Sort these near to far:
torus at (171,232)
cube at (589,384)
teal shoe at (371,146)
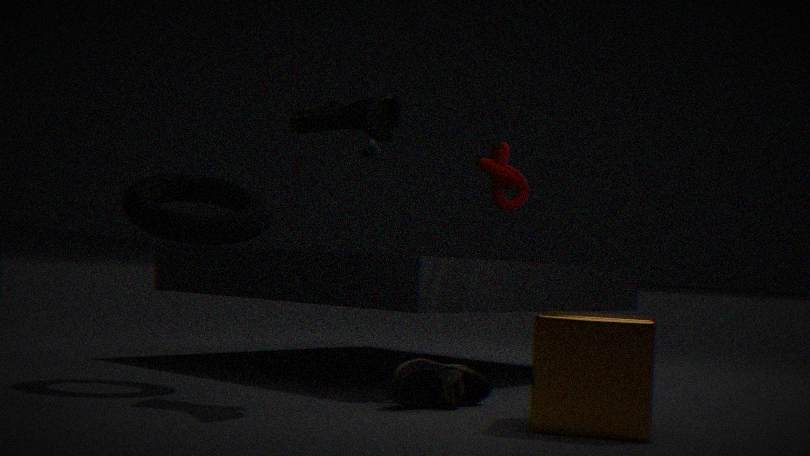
1. cube at (589,384)
2. torus at (171,232)
3. teal shoe at (371,146)
